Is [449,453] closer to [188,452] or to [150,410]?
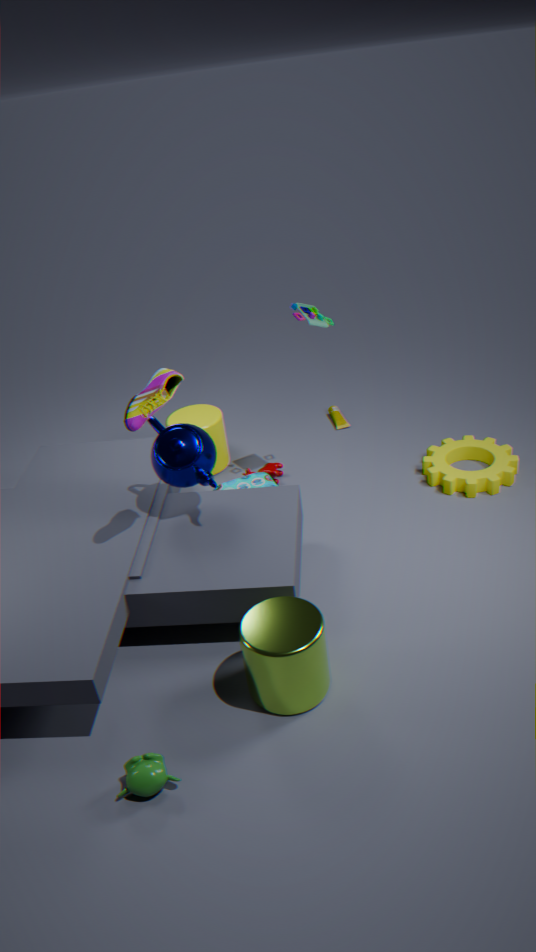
[188,452]
